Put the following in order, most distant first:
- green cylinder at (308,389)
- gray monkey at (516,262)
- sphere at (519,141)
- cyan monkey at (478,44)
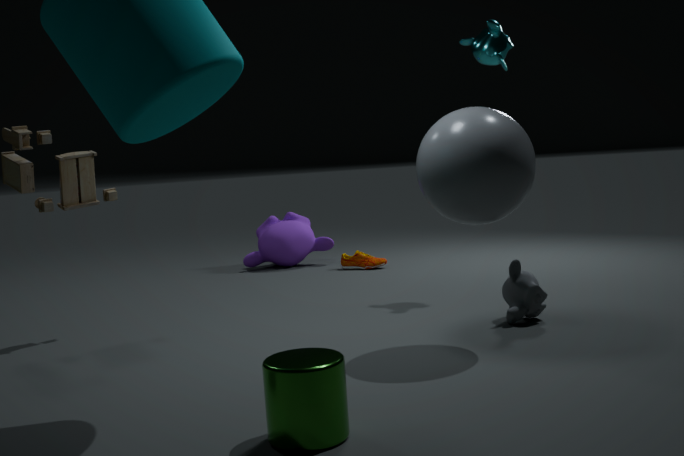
cyan monkey at (478,44) → gray monkey at (516,262) → sphere at (519,141) → green cylinder at (308,389)
